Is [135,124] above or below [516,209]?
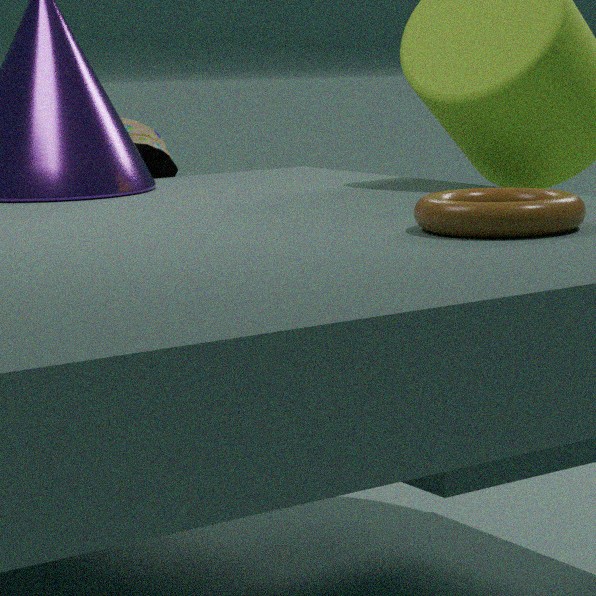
below
